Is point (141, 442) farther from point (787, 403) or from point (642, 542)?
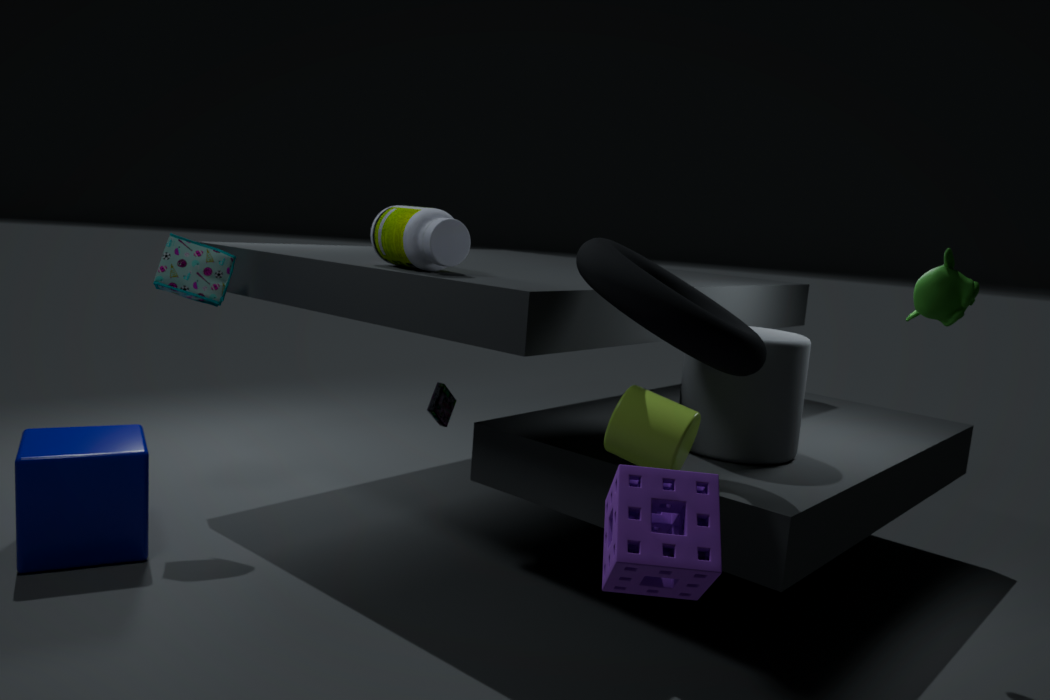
point (787, 403)
